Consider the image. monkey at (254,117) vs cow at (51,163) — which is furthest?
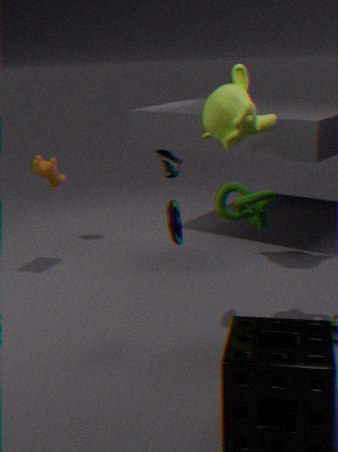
cow at (51,163)
